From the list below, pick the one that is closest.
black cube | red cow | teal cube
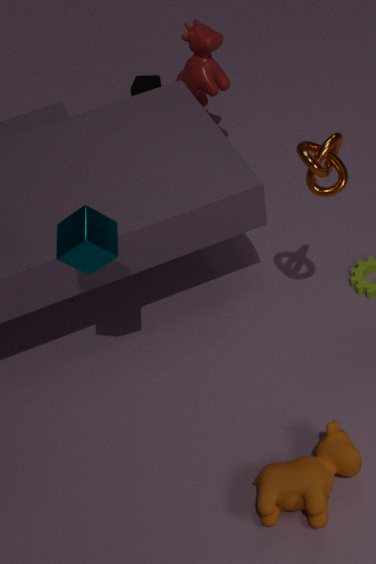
teal cube
